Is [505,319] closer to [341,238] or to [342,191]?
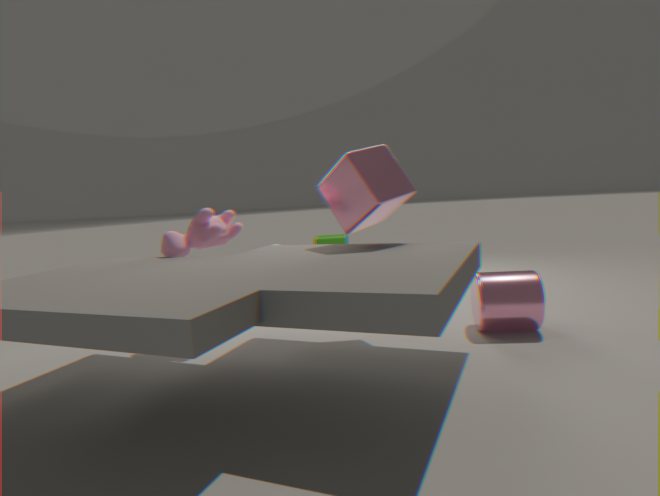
[342,191]
